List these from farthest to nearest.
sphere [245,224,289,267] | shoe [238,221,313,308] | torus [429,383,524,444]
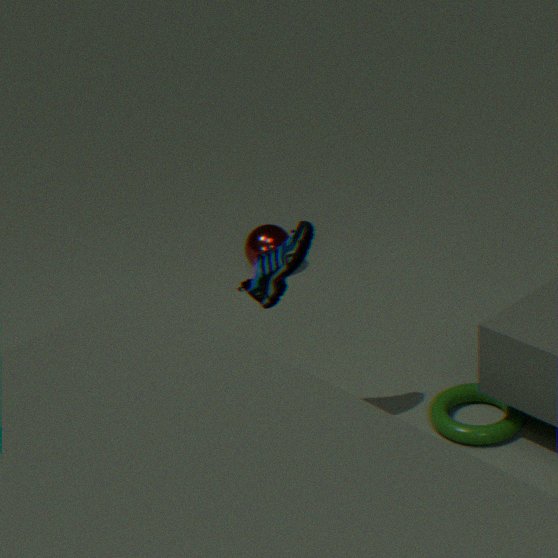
sphere [245,224,289,267]
torus [429,383,524,444]
shoe [238,221,313,308]
